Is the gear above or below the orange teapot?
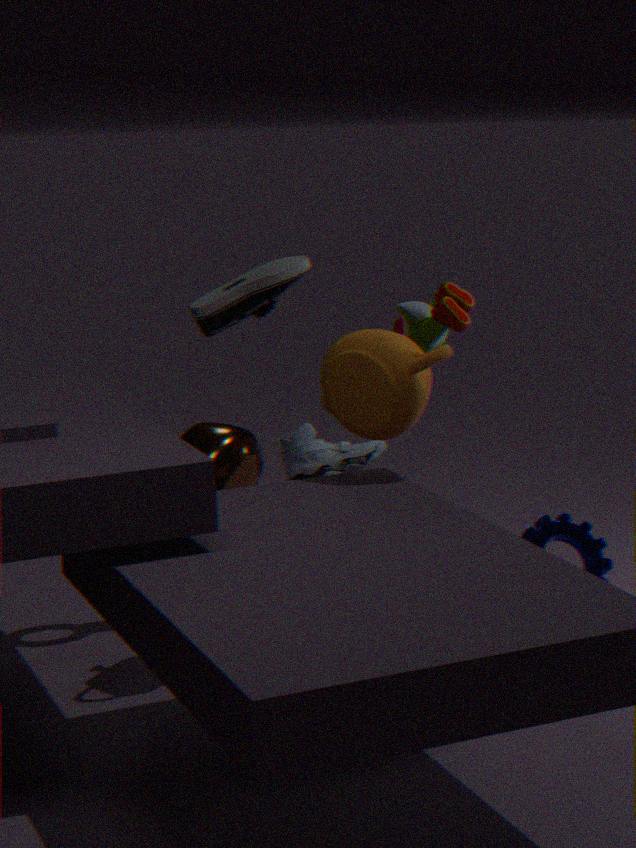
below
